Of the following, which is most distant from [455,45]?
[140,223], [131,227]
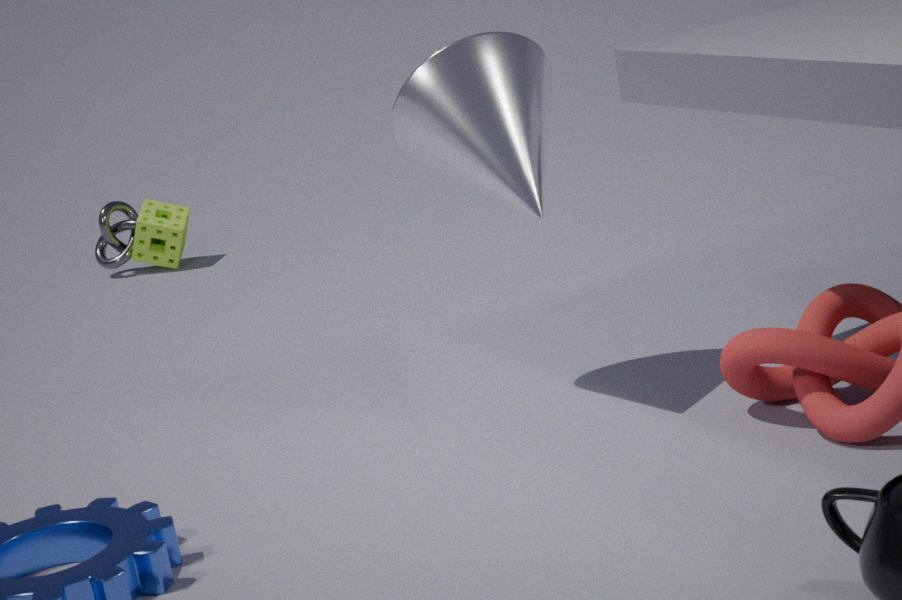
[131,227]
